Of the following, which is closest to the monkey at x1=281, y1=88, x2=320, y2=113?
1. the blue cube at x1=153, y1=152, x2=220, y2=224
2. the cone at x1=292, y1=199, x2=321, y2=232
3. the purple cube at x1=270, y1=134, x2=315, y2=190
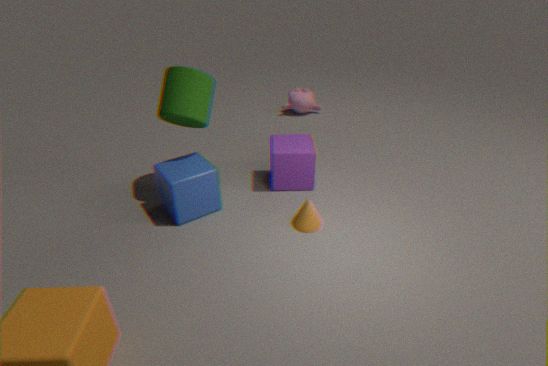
the purple cube at x1=270, y1=134, x2=315, y2=190
